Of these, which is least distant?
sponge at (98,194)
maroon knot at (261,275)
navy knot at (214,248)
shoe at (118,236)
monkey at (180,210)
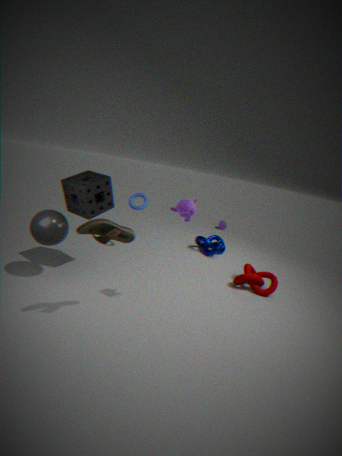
shoe at (118,236)
